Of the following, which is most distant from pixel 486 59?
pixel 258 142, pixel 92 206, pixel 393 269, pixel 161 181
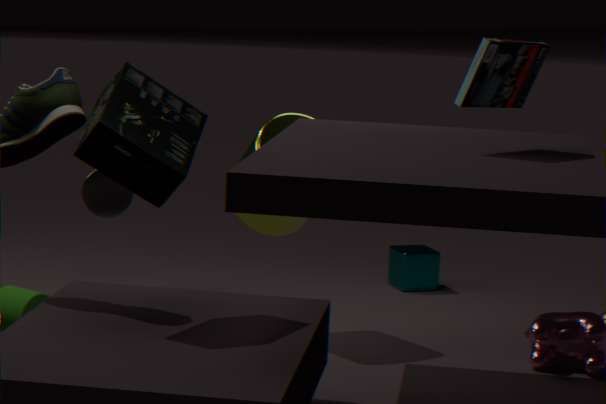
pixel 92 206
